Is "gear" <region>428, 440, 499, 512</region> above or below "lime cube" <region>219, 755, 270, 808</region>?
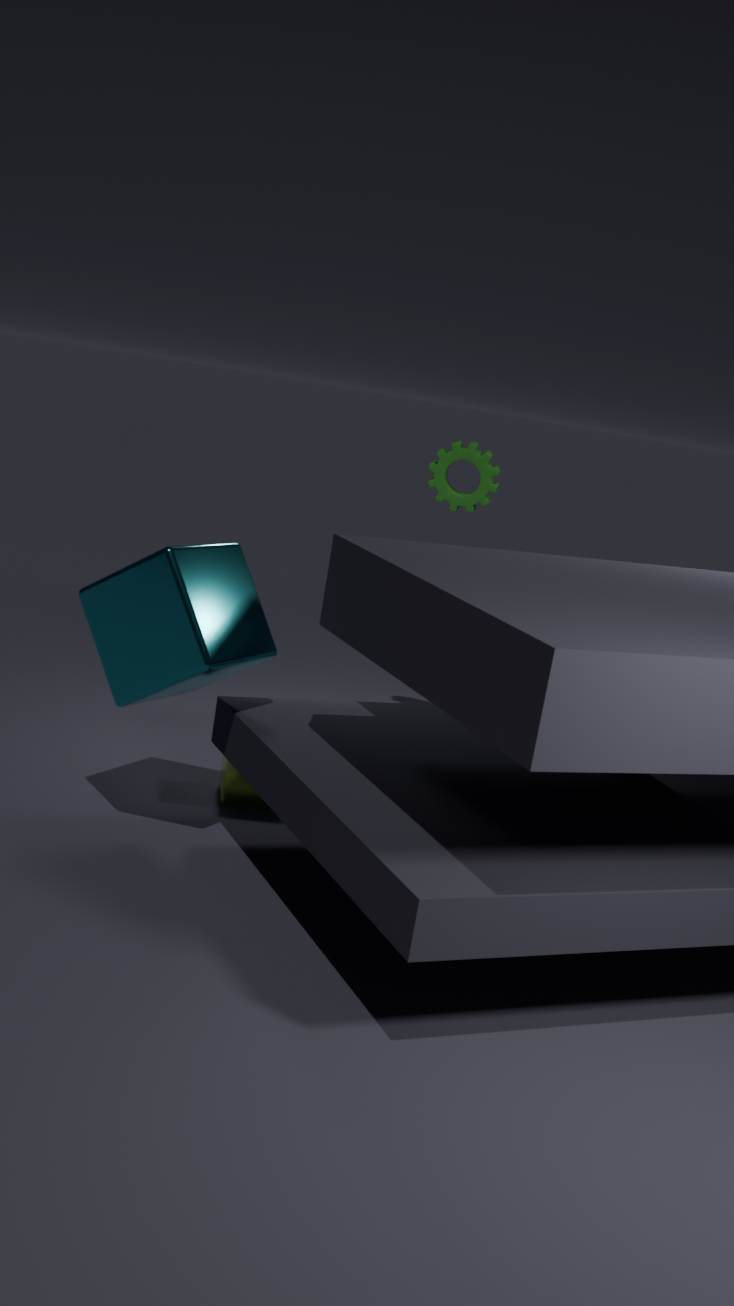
above
